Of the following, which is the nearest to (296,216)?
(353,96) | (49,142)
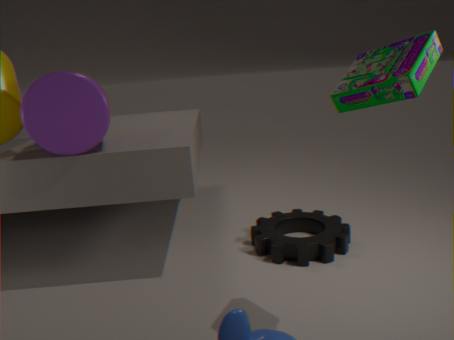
(353,96)
